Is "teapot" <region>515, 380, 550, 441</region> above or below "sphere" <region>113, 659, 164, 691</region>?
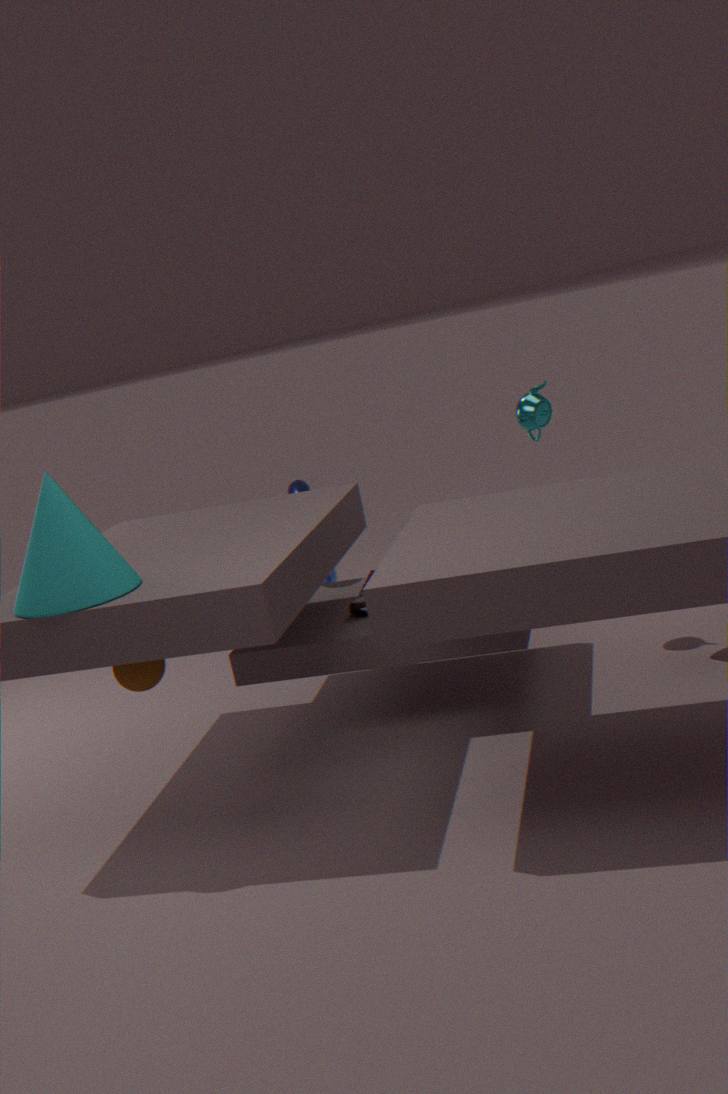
above
